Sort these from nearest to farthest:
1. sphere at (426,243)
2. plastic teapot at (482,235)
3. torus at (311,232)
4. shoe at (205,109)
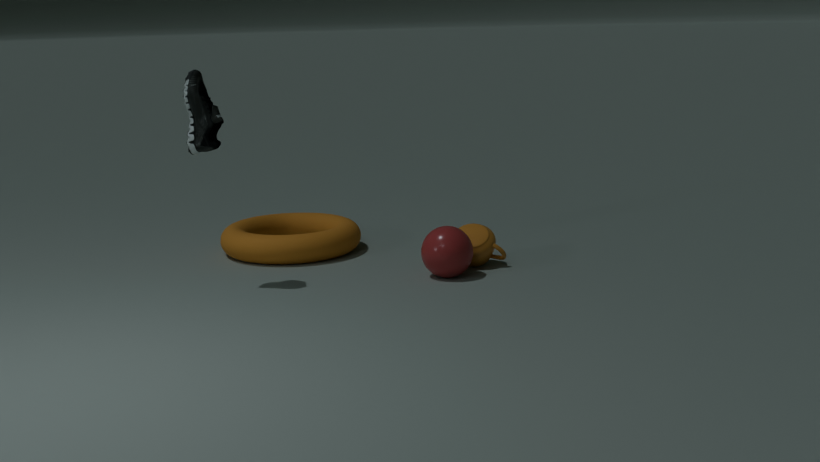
shoe at (205,109)
sphere at (426,243)
plastic teapot at (482,235)
torus at (311,232)
